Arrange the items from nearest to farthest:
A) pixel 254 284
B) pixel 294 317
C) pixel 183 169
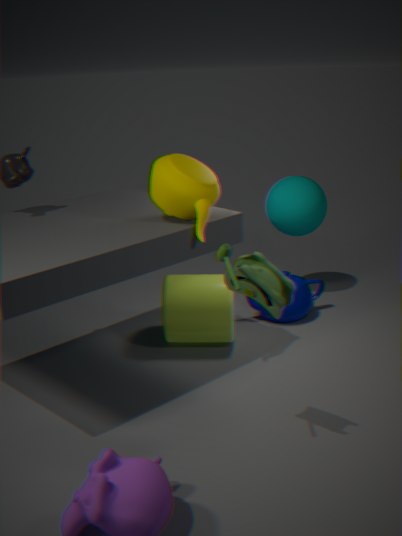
pixel 254 284 < pixel 183 169 < pixel 294 317
